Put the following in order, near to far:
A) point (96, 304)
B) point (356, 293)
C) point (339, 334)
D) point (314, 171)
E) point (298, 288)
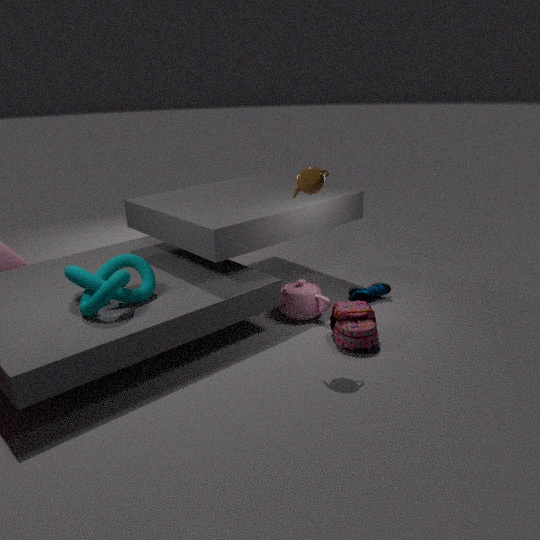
point (96, 304), point (314, 171), point (339, 334), point (298, 288), point (356, 293)
